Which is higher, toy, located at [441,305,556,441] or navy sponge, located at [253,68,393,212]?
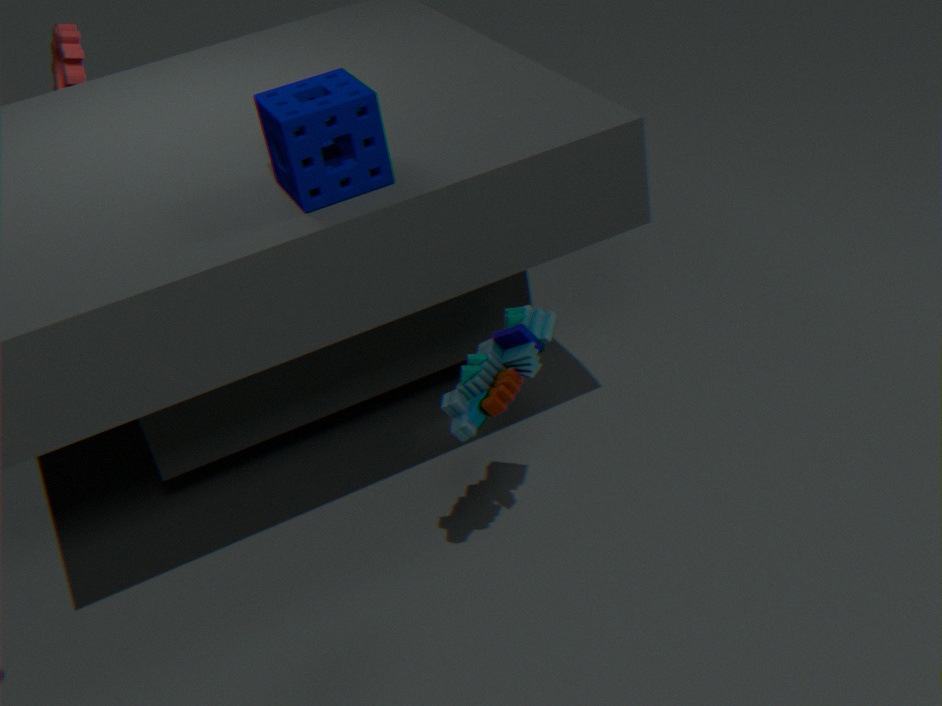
navy sponge, located at [253,68,393,212]
